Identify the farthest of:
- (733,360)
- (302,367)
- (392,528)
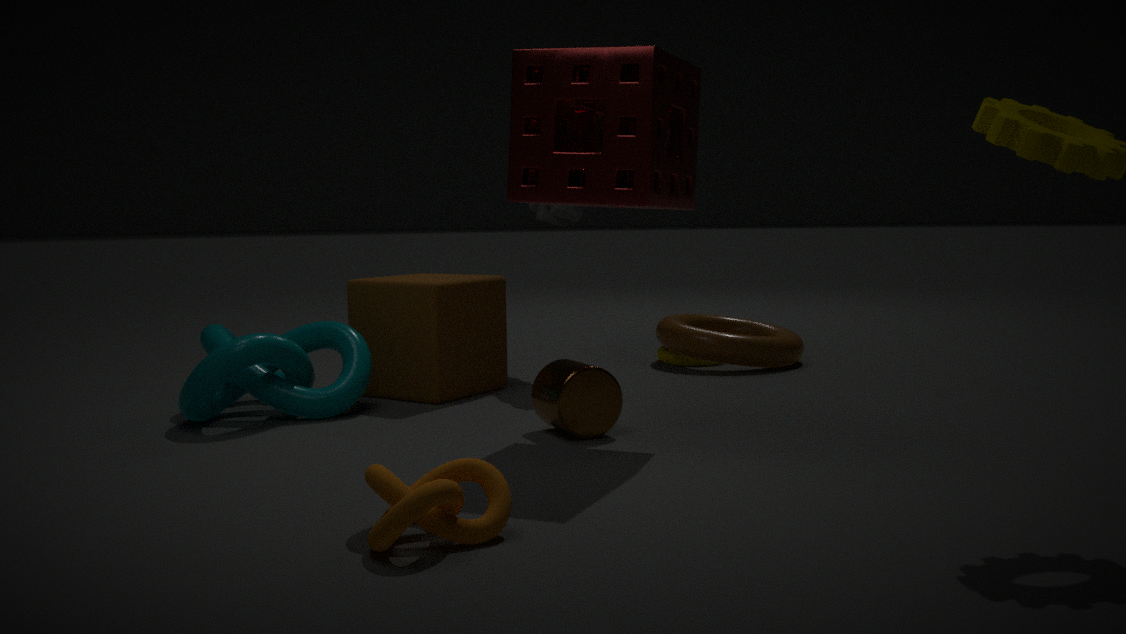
(733,360)
